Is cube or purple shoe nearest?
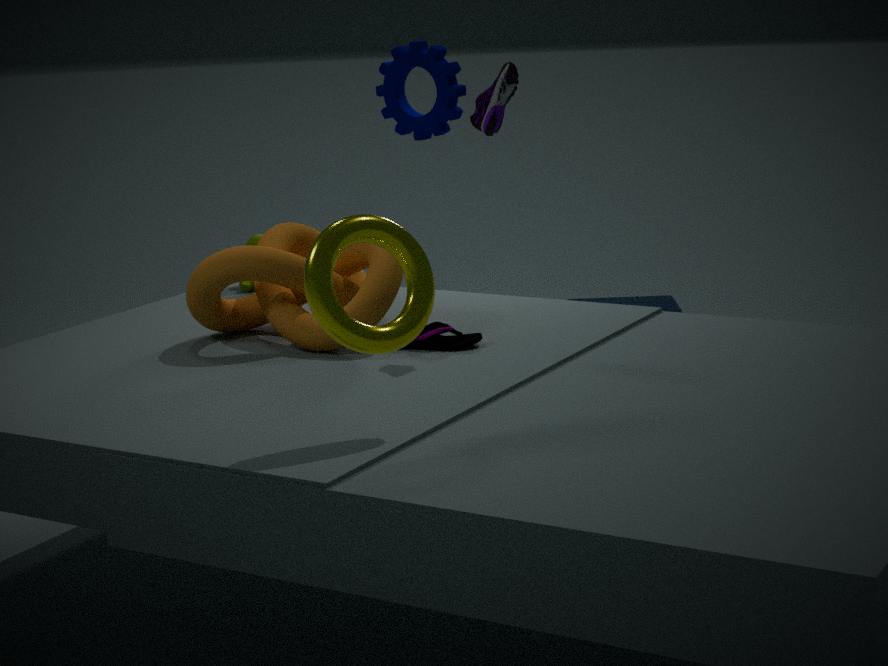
purple shoe
